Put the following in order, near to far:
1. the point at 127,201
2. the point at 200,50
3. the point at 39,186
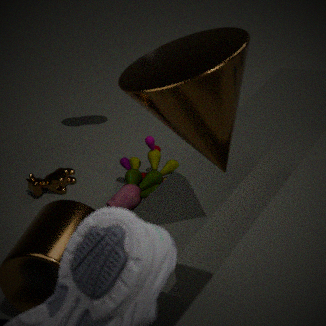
1. the point at 200,50
2. the point at 127,201
3. the point at 39,186
